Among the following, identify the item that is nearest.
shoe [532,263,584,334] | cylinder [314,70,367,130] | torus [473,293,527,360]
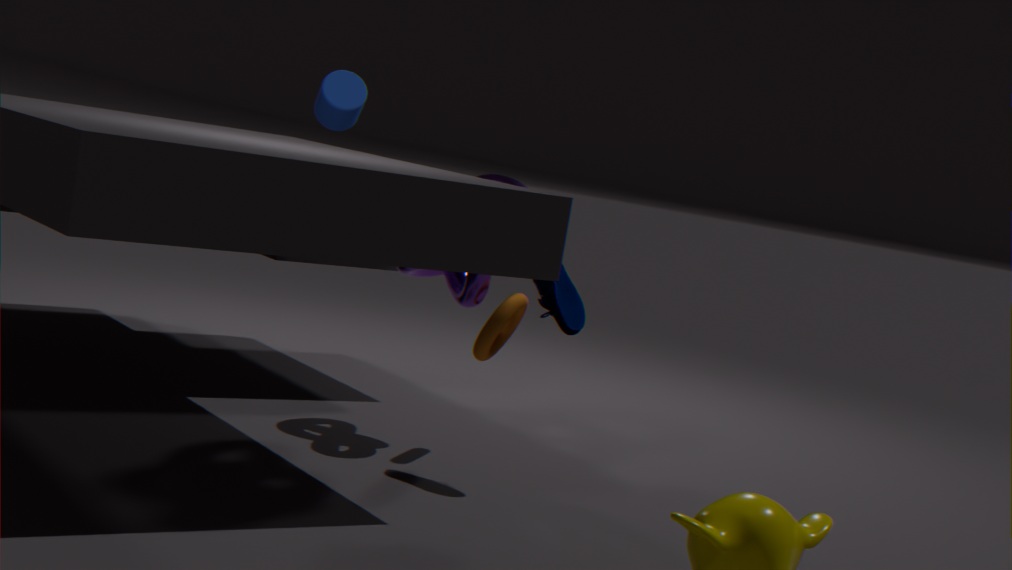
shoe [532,263,584,334]
